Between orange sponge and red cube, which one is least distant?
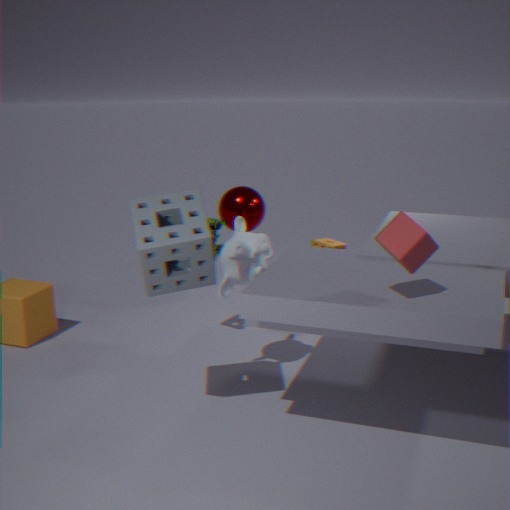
red cube
